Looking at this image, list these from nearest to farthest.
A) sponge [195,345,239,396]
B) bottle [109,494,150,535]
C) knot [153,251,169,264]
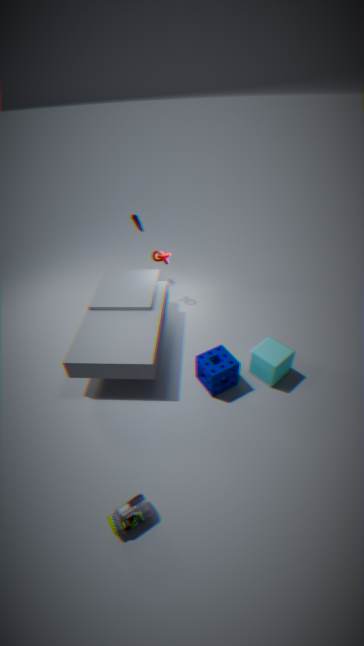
1. bottle [109,494,150,535]
2. sponge [195,345,239,396]
3. knot [153,251,169,264]
